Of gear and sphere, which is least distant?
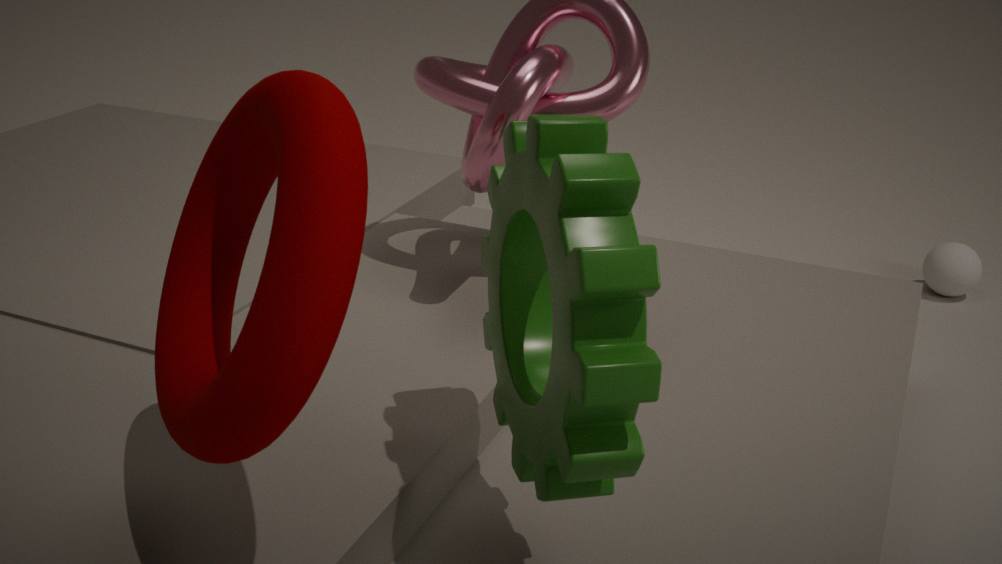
gear
